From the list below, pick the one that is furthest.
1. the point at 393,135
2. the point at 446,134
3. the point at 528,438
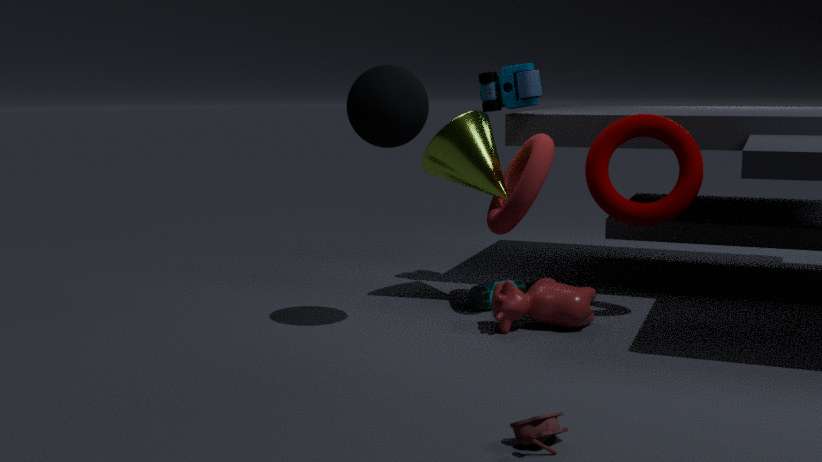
the point at 446,134
